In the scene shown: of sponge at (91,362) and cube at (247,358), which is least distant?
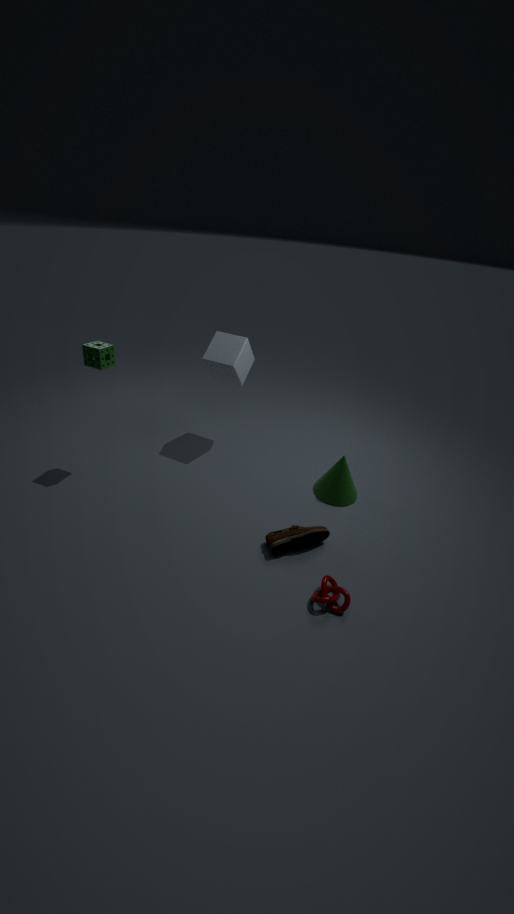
sponge at (91,362)
